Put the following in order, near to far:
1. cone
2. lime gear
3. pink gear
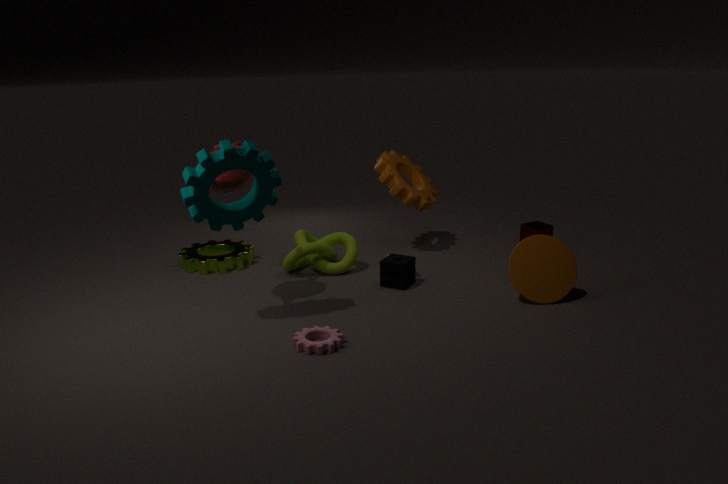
pink gear → cone → lime gear
